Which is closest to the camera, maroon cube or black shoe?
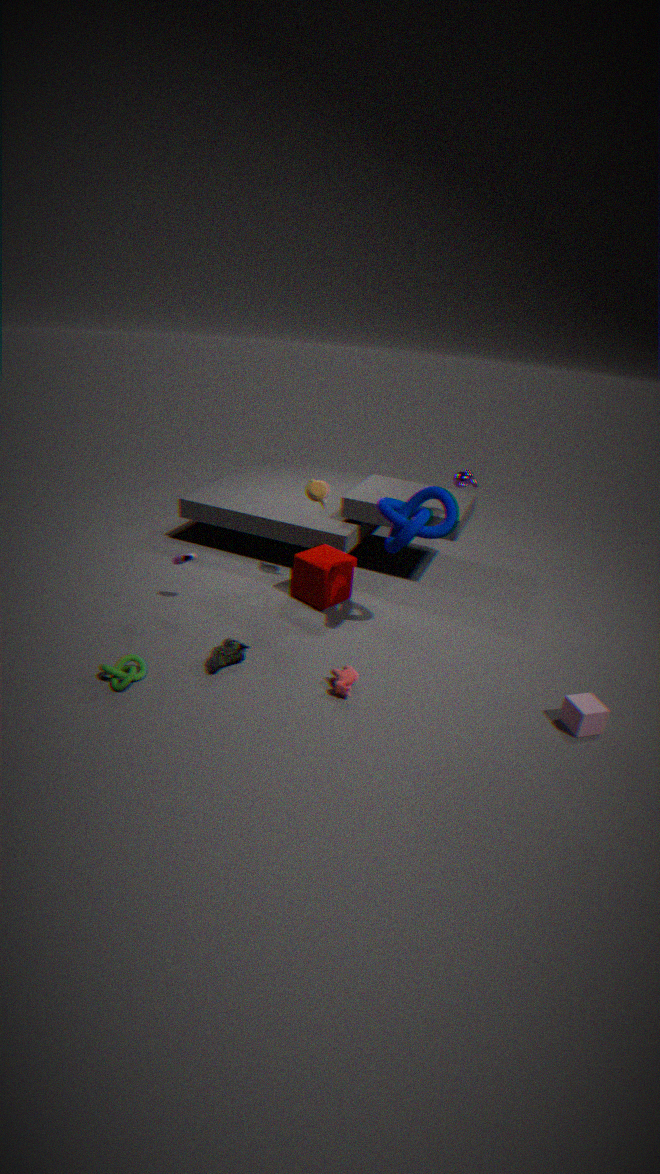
black shoe
